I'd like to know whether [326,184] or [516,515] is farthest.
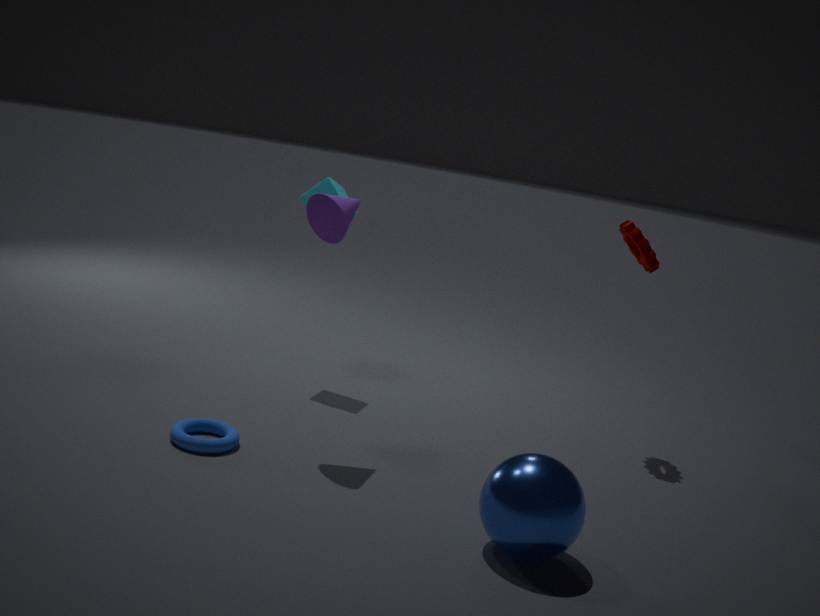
[326,184]
